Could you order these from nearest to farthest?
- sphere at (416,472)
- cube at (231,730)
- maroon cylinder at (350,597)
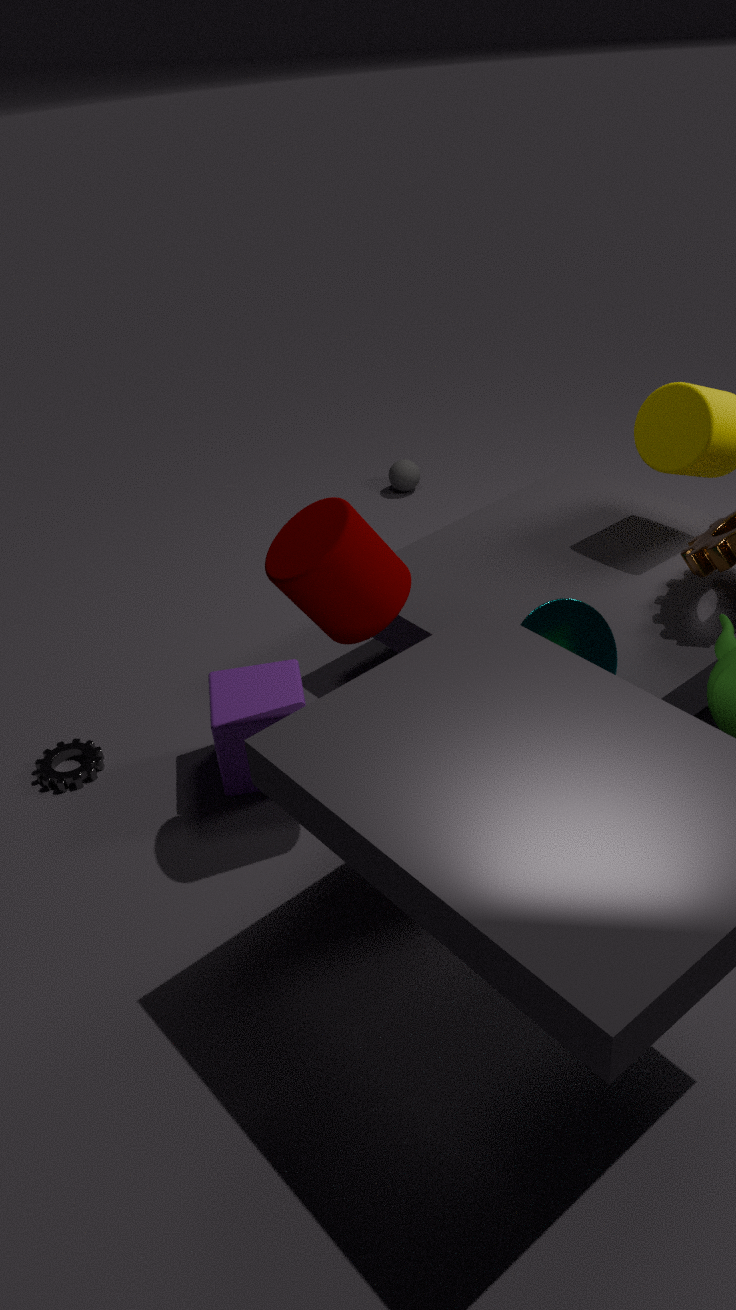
maroon cylinder at (350,597), cube at (231,730), sphere at (416,472)
